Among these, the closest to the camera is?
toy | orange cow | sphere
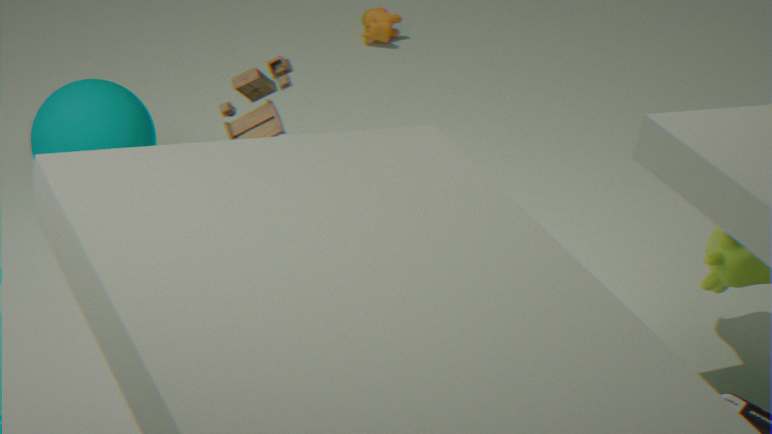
toy
